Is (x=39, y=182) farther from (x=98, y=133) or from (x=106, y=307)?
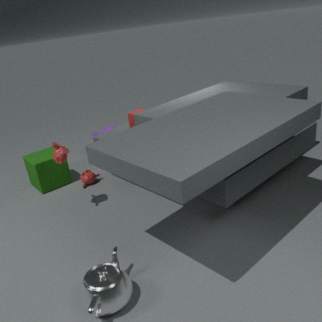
(x=106, y=307)
